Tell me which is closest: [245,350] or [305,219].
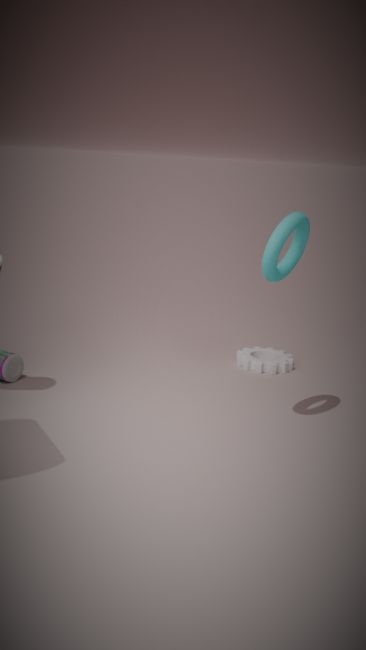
[305,219]
